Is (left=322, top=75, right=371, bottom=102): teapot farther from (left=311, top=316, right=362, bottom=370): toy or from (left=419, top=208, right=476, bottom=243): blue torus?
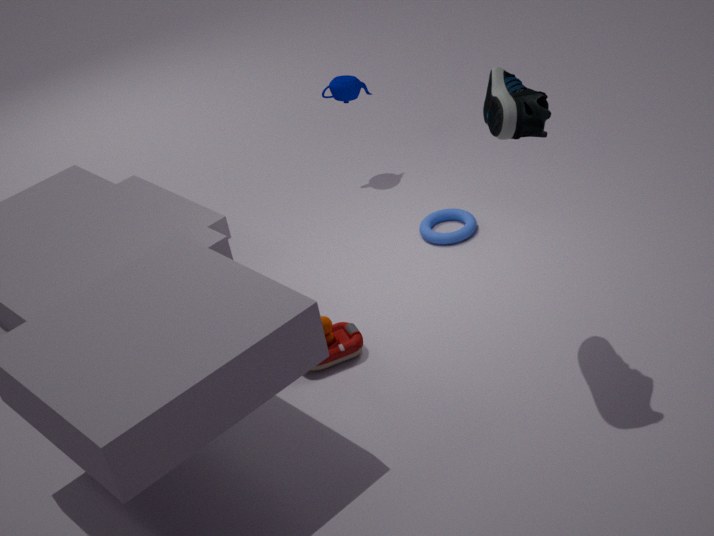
(left=311, top=316, right=362, bottom=370): toy
